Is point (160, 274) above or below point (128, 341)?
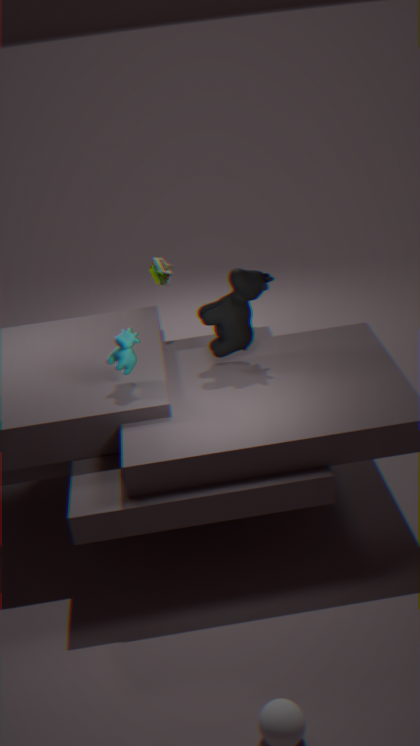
below
